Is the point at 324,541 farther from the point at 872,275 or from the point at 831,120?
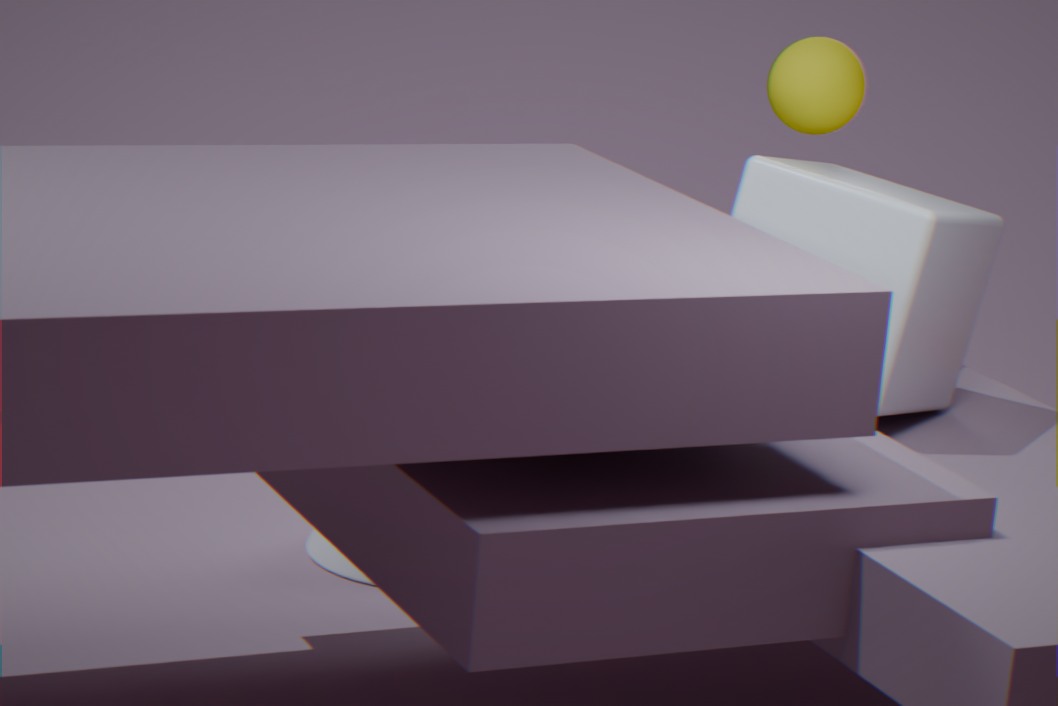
the point at 831,120
